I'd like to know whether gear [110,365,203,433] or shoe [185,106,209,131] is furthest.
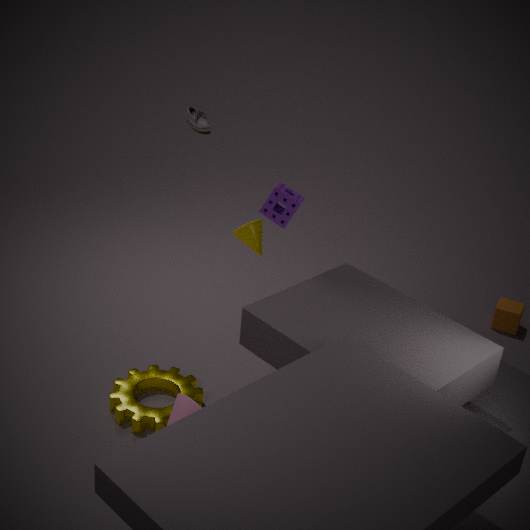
shoe [185,106,209,131]
